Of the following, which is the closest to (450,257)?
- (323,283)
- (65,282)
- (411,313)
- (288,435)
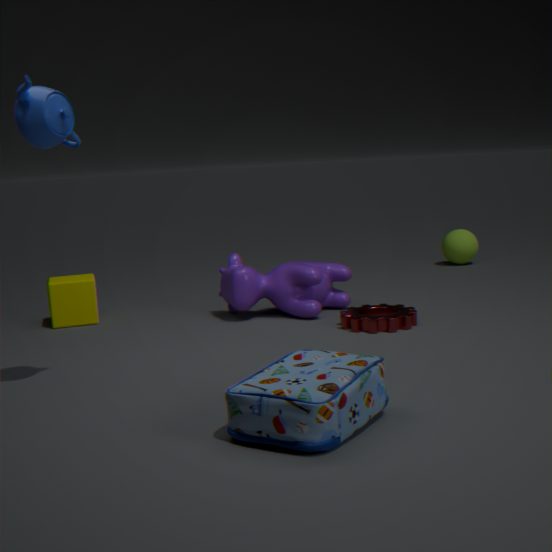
(323,283)
